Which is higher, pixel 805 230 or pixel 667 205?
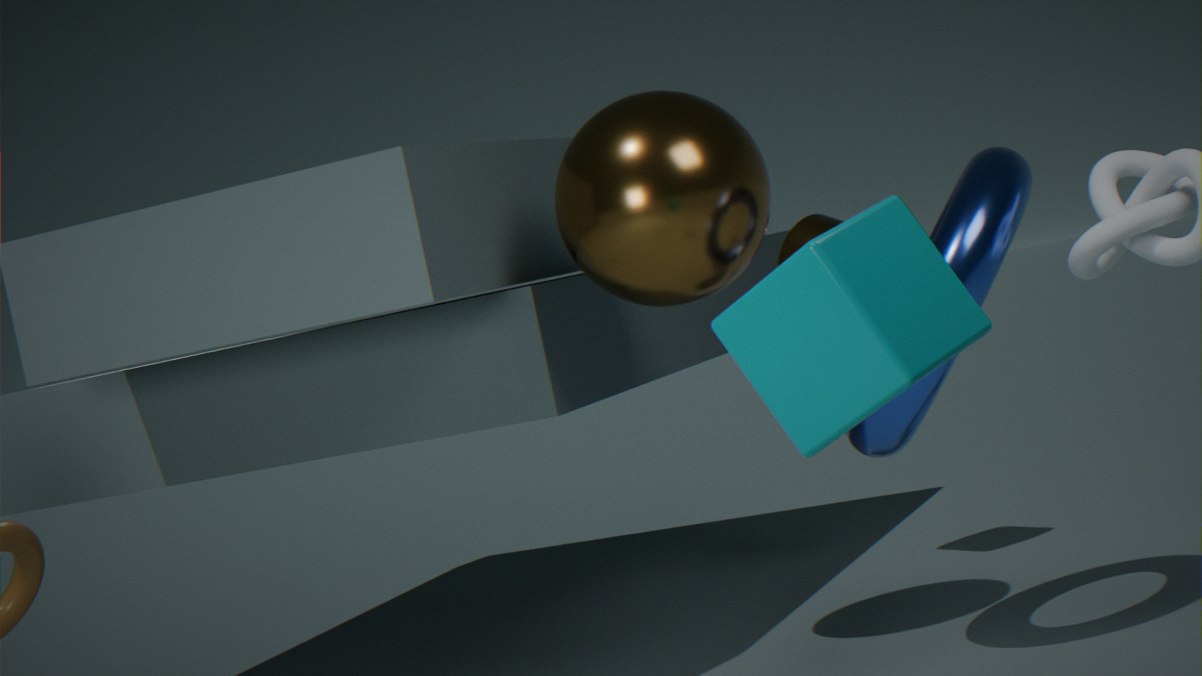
Result: pixel 667 205
